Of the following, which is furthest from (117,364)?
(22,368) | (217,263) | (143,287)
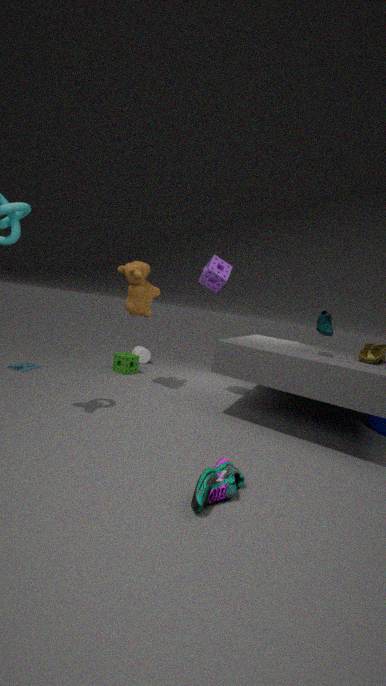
(217,263)
